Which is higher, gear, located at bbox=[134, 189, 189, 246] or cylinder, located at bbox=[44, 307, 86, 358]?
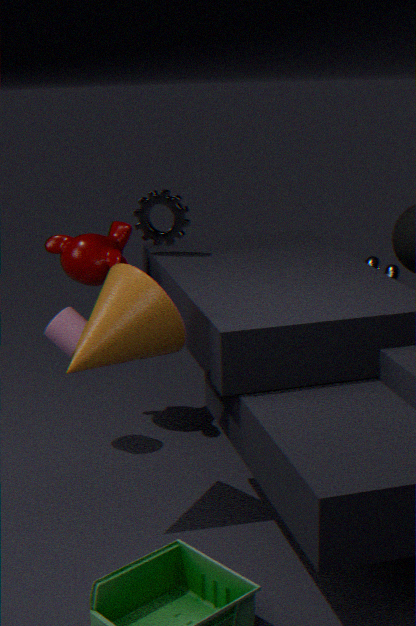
gear, located at bbox=[134, 189, 189, 246]
